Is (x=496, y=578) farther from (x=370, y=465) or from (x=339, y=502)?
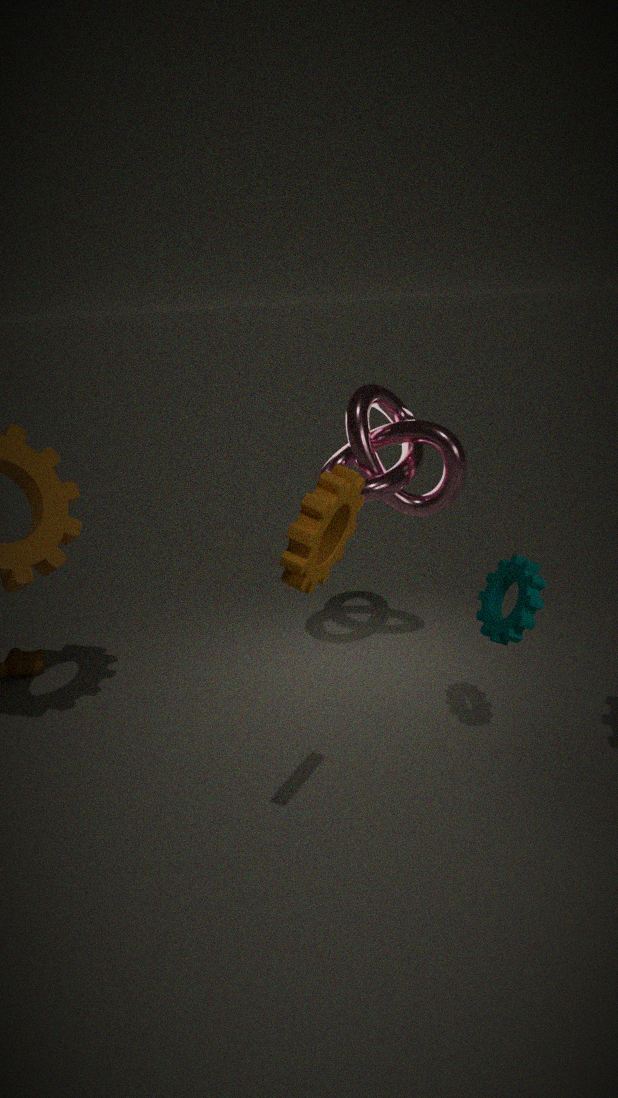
(x=339, y=502)
